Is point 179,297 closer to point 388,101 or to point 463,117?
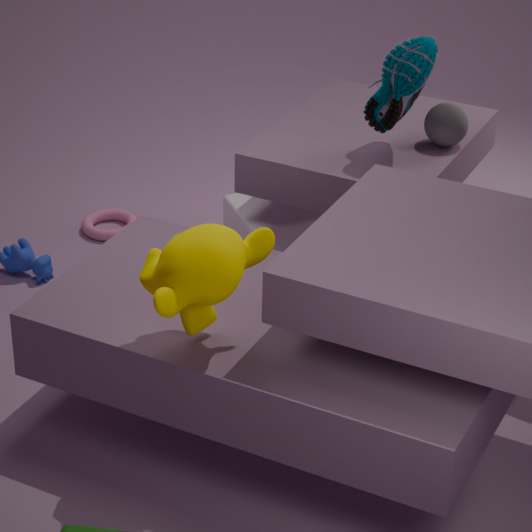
point 388,101
